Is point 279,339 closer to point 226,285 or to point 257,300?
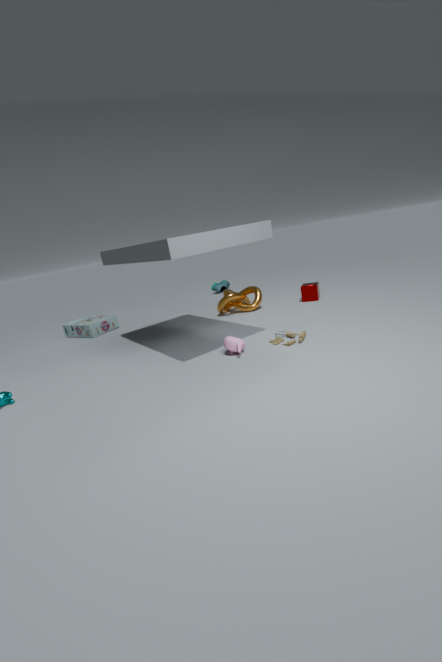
point 257,300
